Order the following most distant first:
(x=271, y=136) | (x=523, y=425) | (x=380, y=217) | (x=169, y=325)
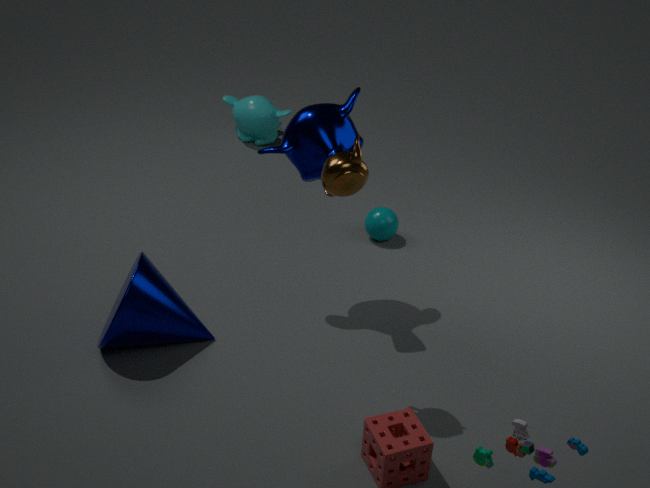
(x=271, y=136)
(x=380, y=217)
(x=169, y=325)
(x=523, y=425)
